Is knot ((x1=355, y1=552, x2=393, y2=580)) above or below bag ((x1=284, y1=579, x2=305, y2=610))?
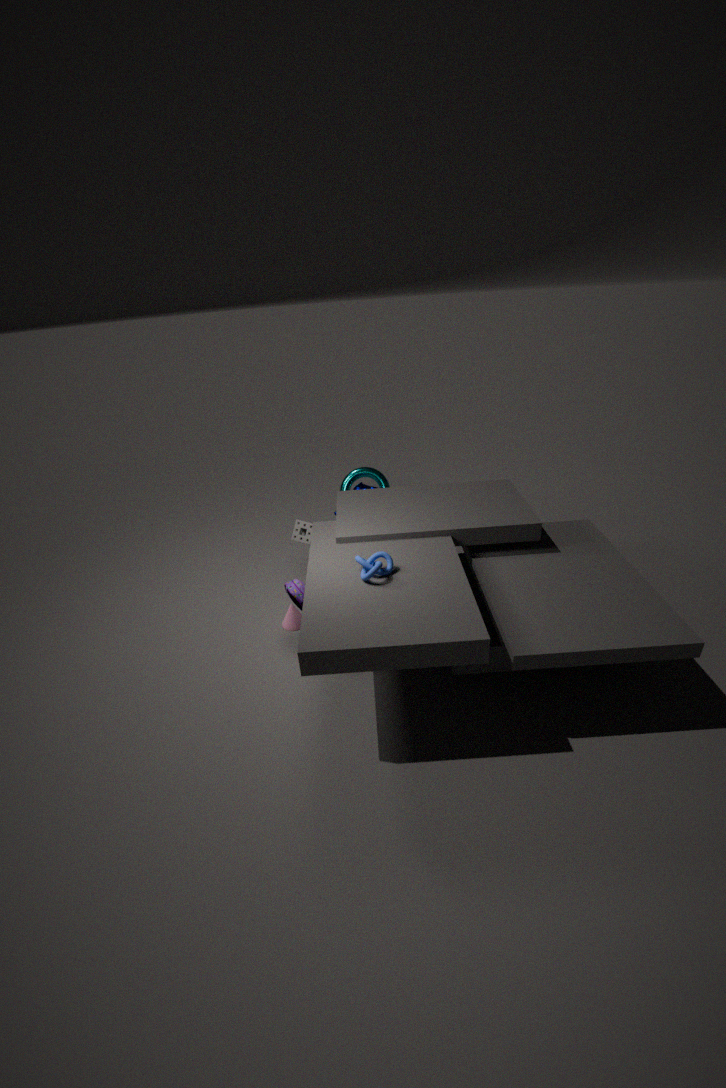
above
